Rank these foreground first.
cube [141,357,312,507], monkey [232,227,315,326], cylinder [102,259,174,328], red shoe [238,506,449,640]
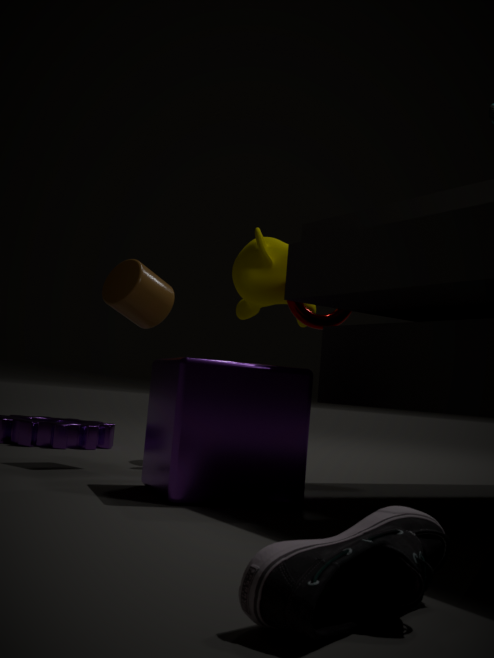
red shoe [238,506,449,640] → cube [141,357,312,507] → cylinder [102,259,174,328] → monkey [232,227,315,326]
